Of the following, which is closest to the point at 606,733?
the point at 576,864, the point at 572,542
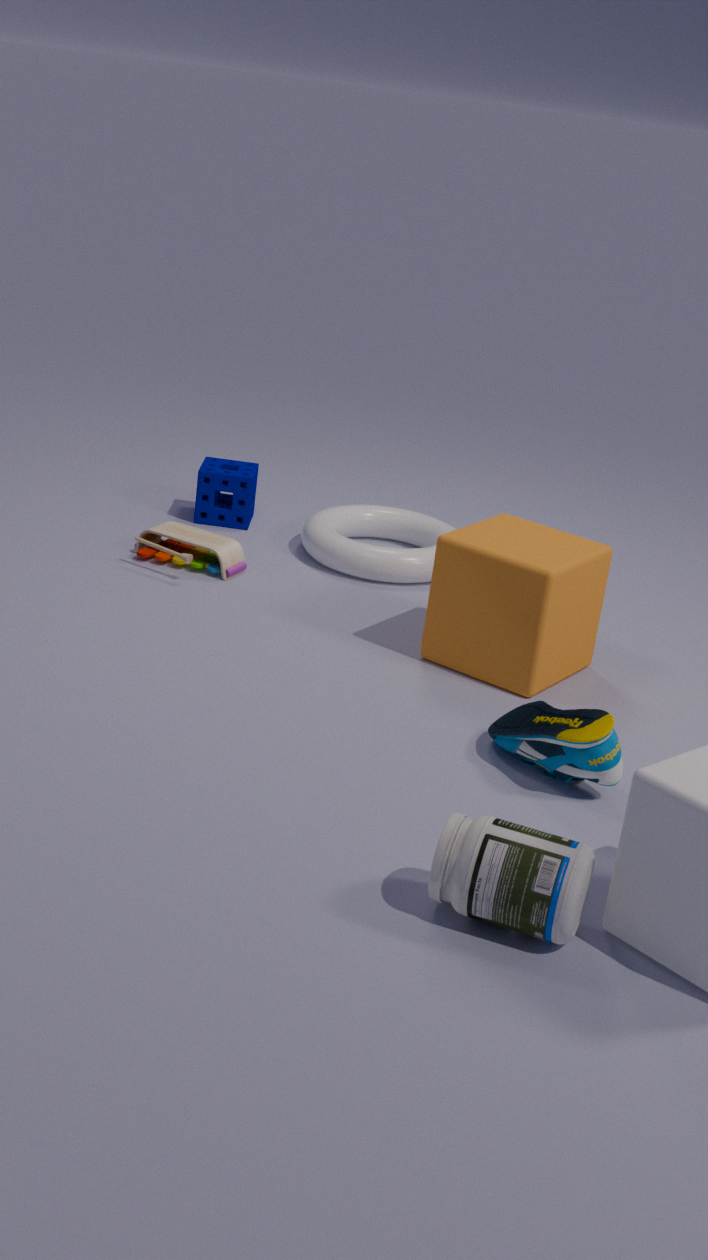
the point at 572,542
